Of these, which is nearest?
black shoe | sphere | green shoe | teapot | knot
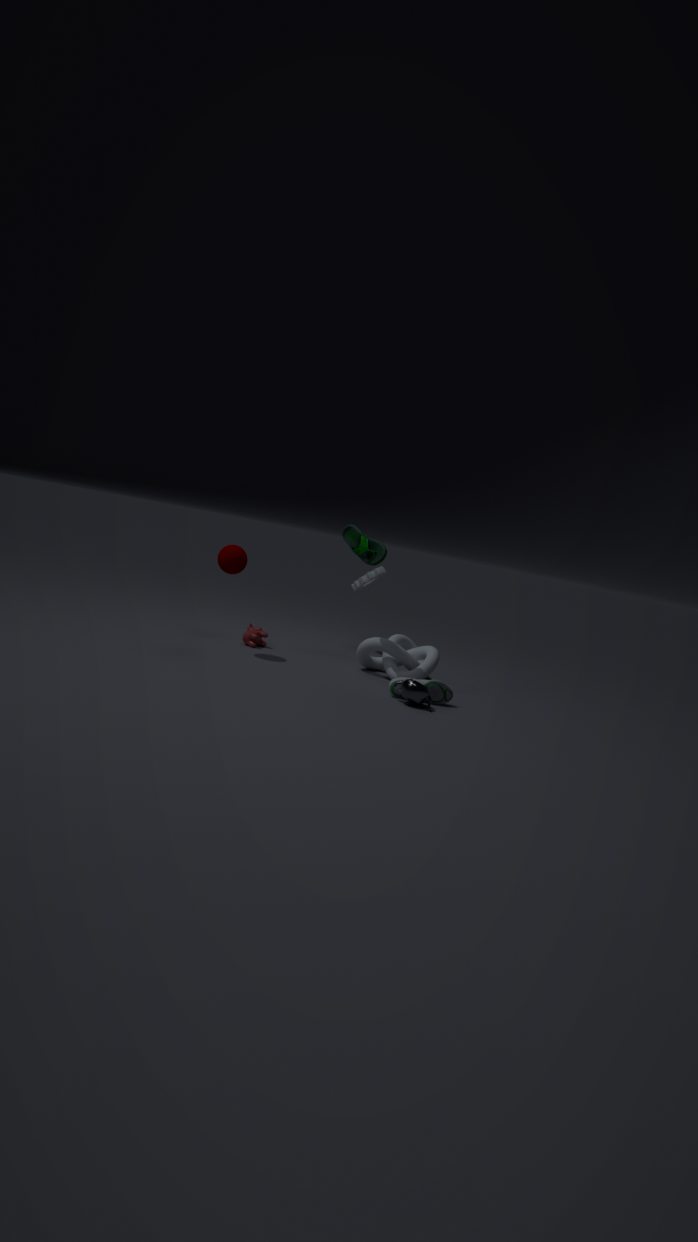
teapot
